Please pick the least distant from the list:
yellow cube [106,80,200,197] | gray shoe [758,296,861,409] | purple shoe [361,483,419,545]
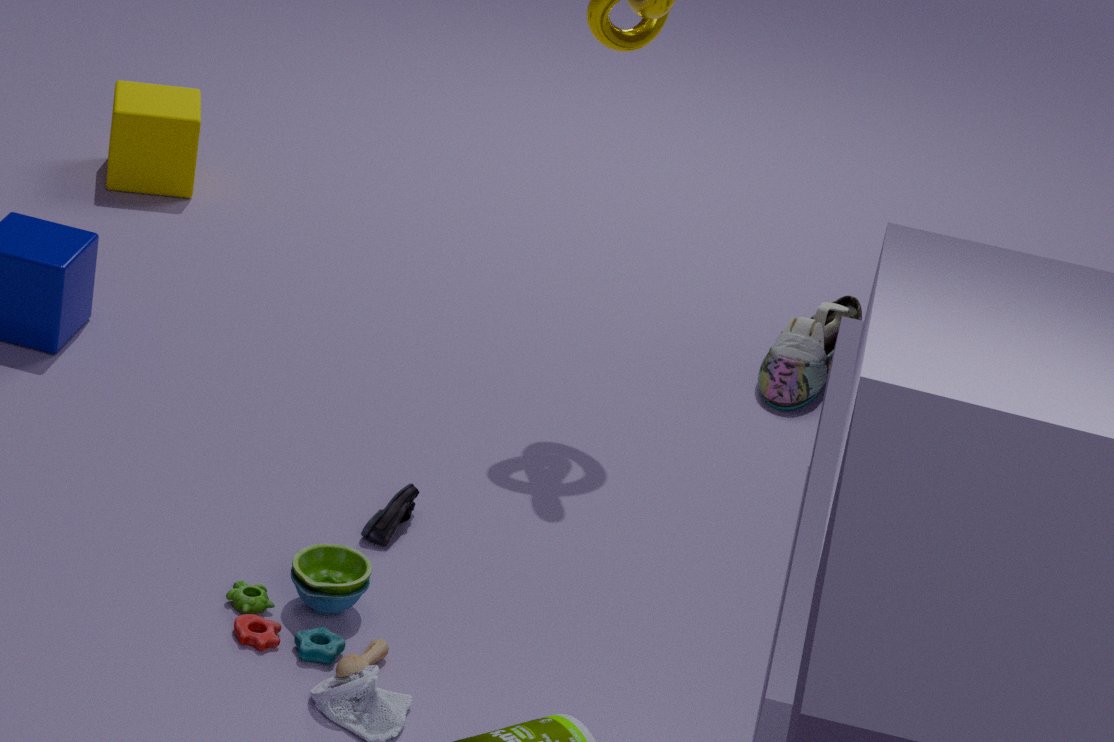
purple shoe [361,483,419,545]
